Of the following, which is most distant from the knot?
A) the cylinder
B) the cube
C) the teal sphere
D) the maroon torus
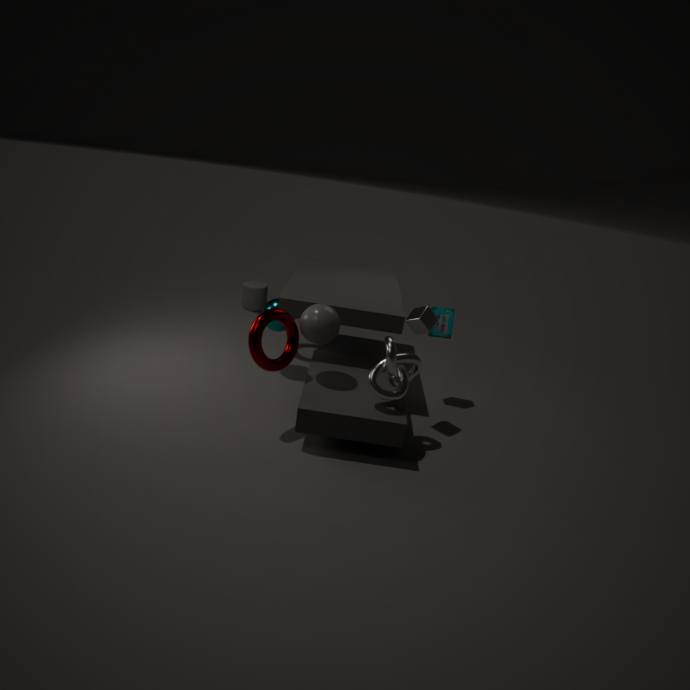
the cylinder
